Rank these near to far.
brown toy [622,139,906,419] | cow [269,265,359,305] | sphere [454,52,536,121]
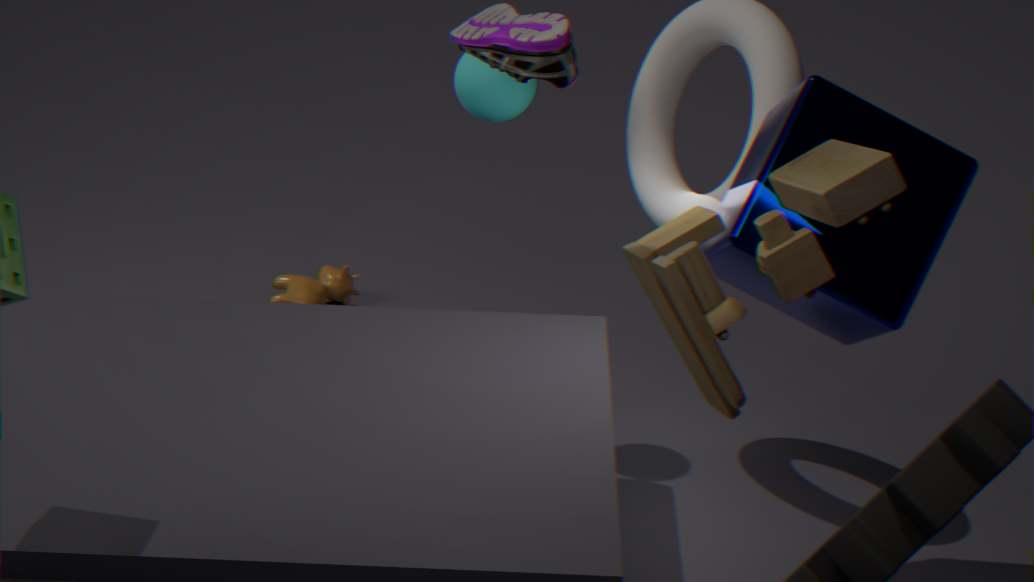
1. brown toy [622,139,906,419]
2. sphere [454,52,536,121]
3. cow [269,265,359,305]
